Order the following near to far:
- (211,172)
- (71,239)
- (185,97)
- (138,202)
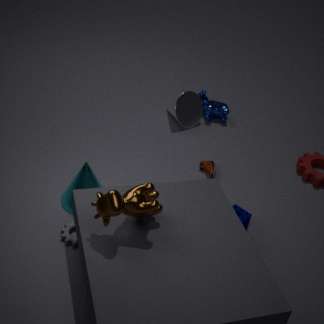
1. (138,202)
2. (71,239)
3. (211,172)
4. (185,97)
